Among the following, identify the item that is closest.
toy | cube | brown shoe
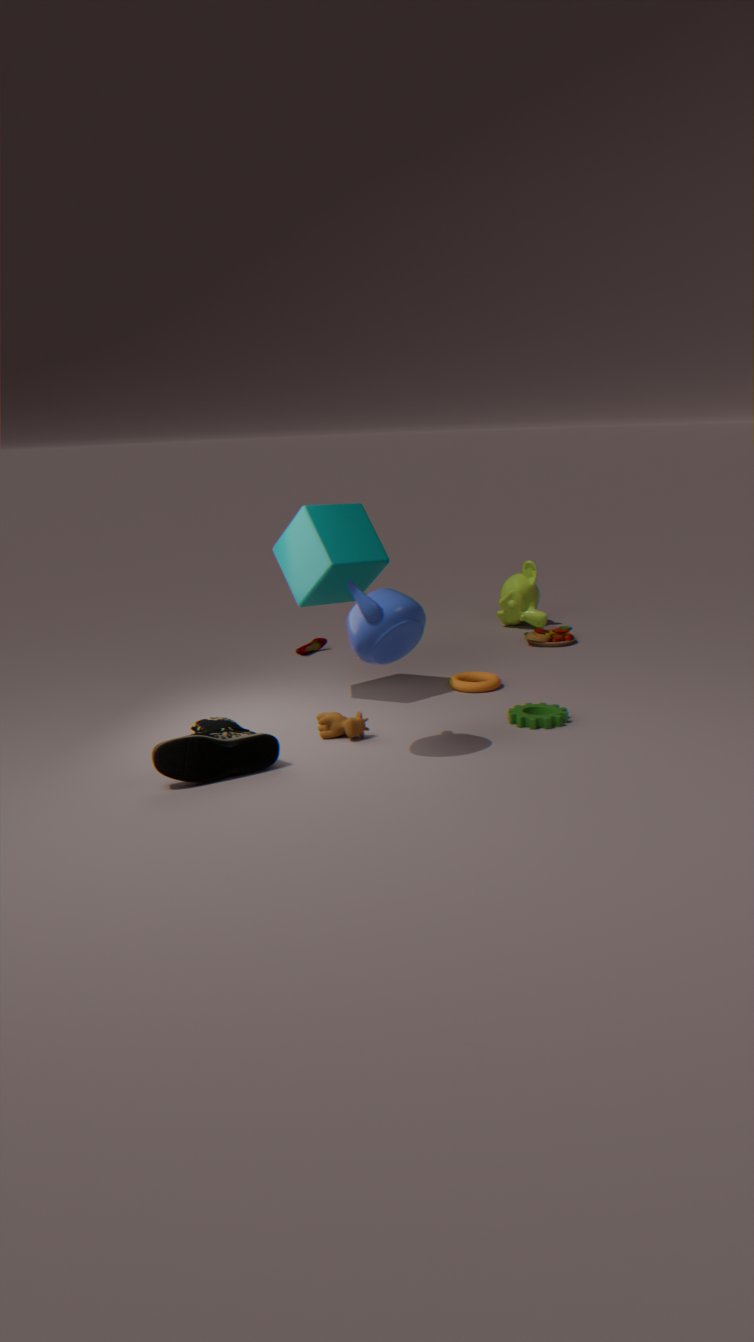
brown shoe
